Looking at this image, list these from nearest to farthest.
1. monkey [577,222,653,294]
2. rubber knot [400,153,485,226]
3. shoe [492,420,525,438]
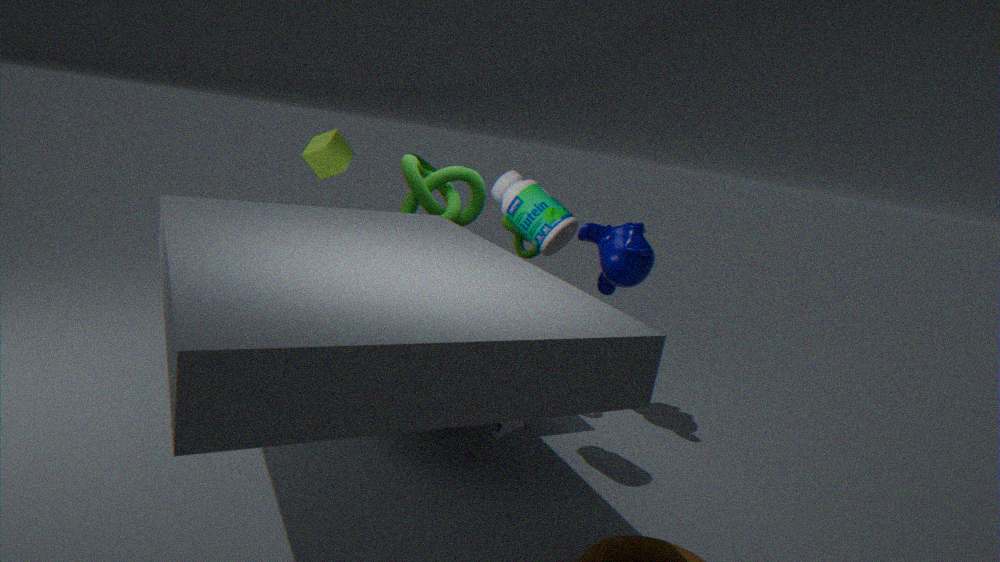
shoe [492,420,525,438] → monkey [577,222,653,294] → rubber knot [400,153,485,226]
